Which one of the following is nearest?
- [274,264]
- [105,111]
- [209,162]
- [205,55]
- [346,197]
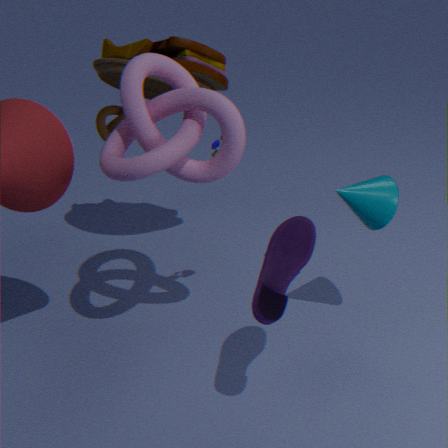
[274,264]
